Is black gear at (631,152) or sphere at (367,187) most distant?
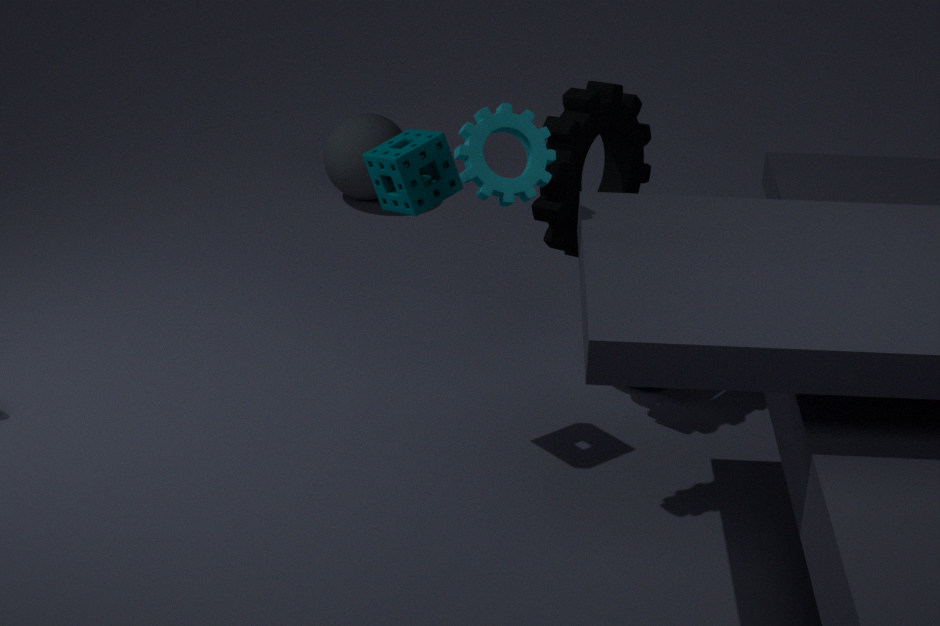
sphere at (367,187)
